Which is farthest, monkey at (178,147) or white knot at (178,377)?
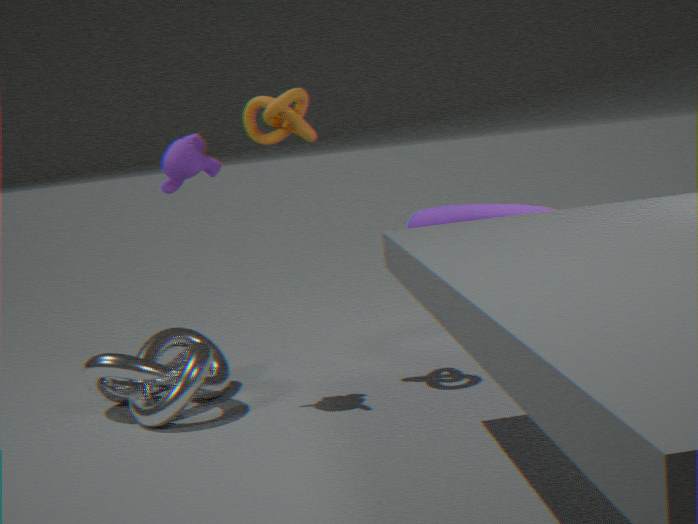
white knot at (178,377)
